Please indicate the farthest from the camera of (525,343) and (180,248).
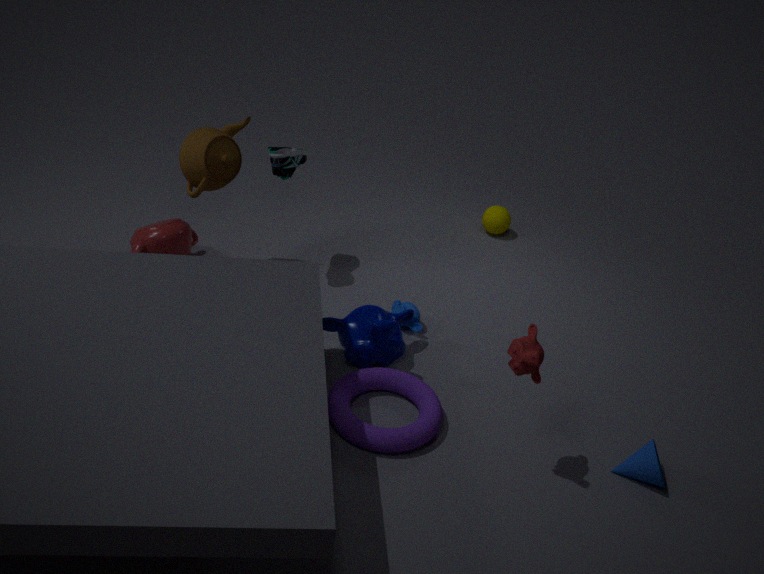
(180,248)
